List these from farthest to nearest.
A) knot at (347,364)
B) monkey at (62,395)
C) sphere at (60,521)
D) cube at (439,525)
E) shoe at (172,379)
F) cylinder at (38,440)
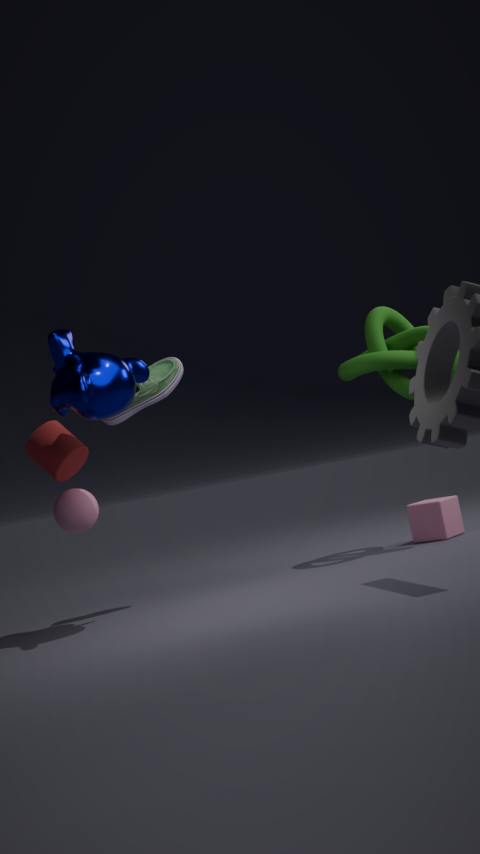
cube at (439,525)
knot at (347,364)
shoe at (172,379)
sphere at (60,521)
cylinder at (38,440)
monkey at (62,395)
